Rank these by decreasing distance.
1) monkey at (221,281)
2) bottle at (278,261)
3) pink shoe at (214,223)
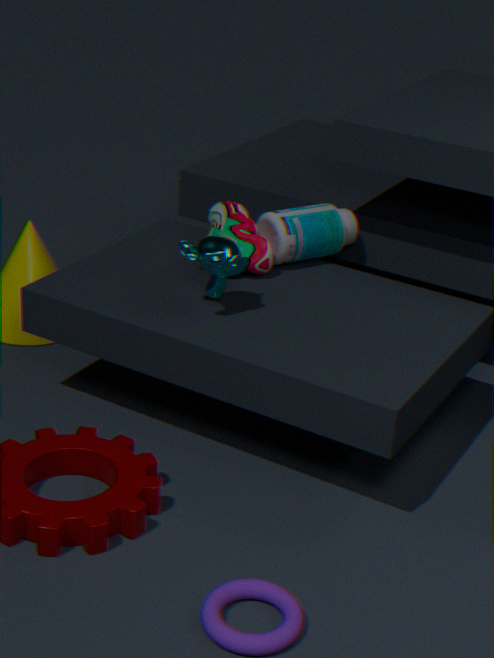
1. 2. bottle at (278,261)
2. 3. pink shoe at (214,223)
3. 1. monkey at (221,281)
